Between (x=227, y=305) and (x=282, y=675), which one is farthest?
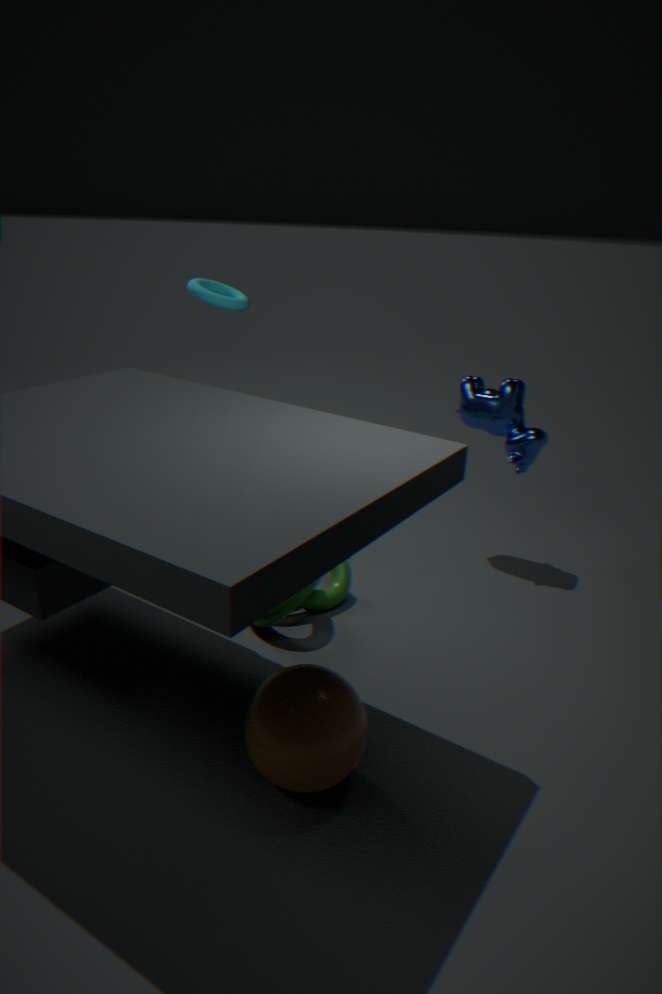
(x=227, y=305)
